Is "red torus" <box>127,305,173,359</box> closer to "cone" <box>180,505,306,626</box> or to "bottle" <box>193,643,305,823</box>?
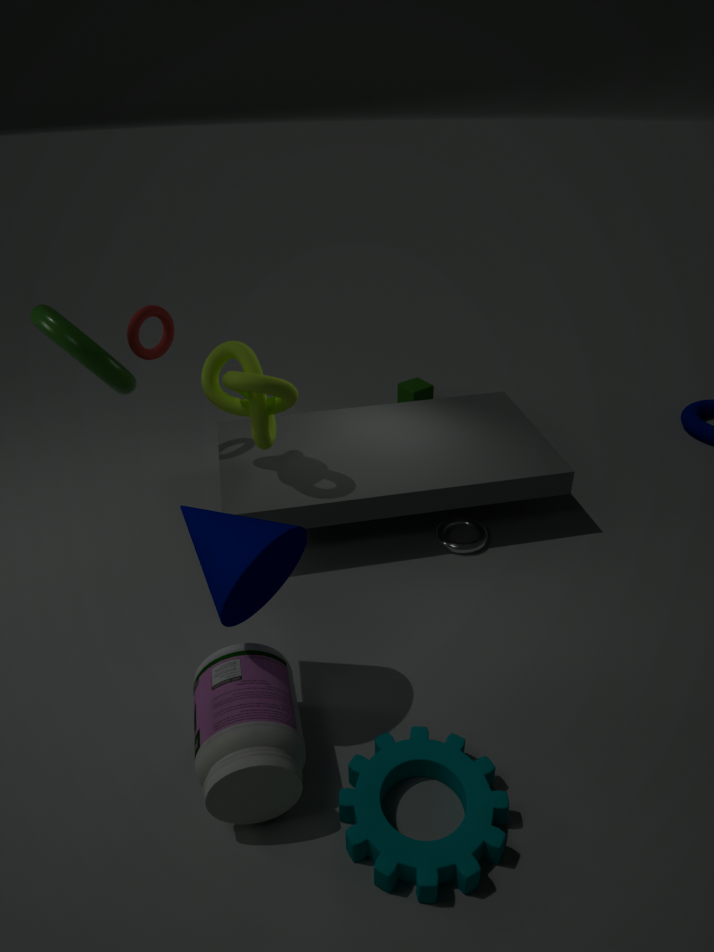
"cone" <box>180,505,306,626</box>
